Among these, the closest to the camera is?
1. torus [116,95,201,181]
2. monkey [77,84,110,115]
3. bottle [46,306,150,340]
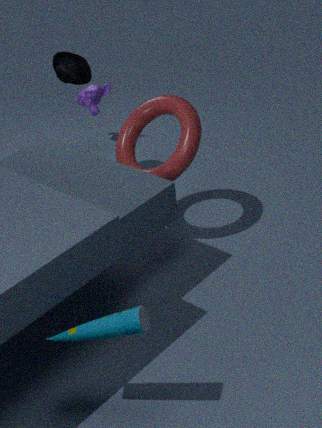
bottle [46,306,150,340]
